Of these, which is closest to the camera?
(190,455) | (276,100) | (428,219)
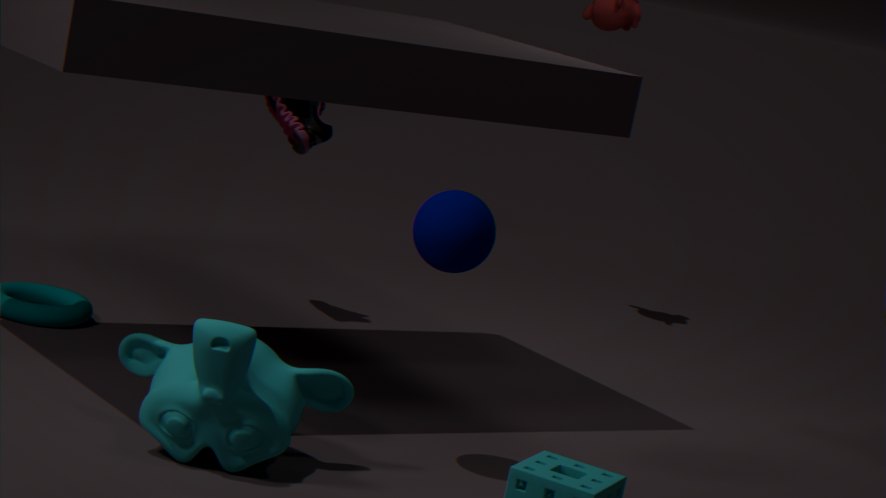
(190,455)
